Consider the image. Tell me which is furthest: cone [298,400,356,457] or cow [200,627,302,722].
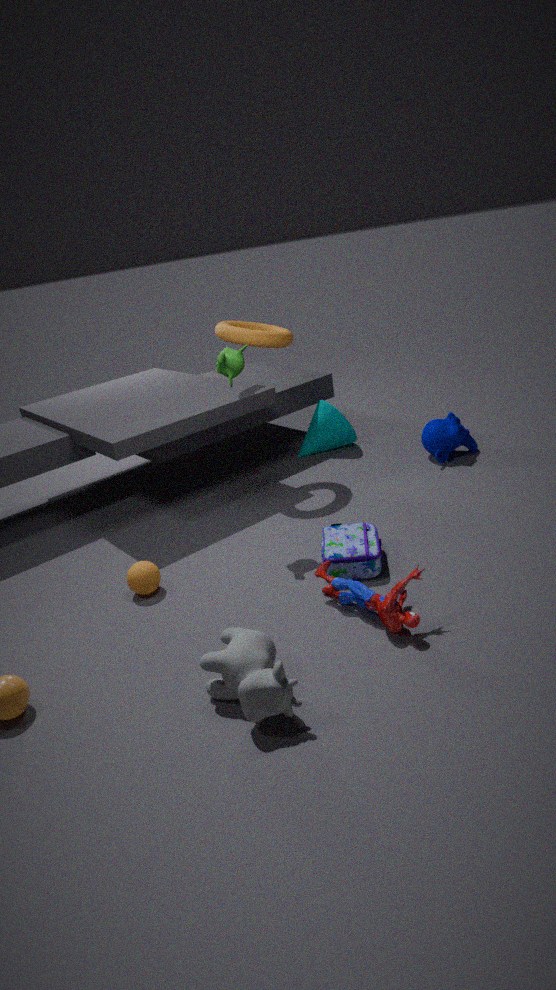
cone [298,400,356,457]
